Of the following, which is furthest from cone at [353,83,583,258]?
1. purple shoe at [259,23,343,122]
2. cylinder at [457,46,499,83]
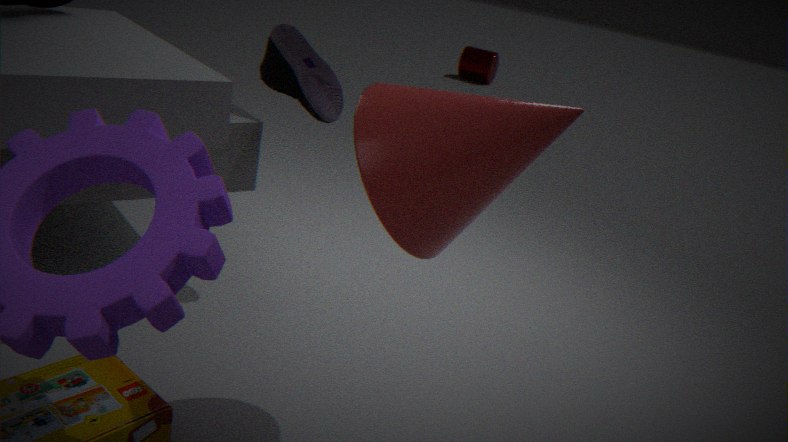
cylinder at [457,46,499,83]
